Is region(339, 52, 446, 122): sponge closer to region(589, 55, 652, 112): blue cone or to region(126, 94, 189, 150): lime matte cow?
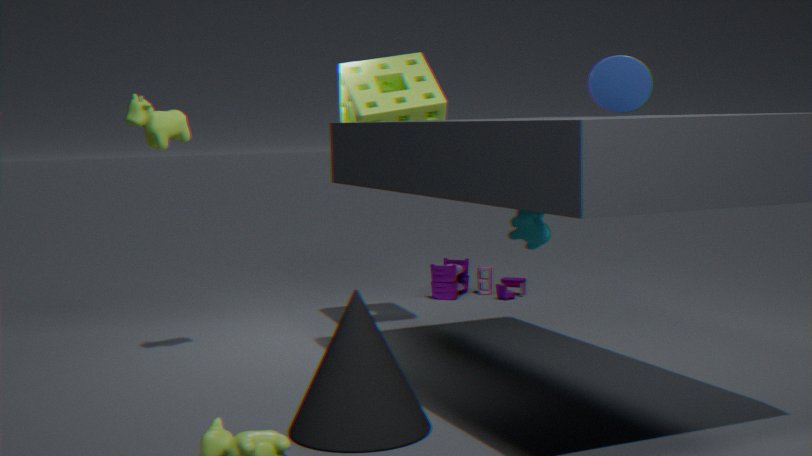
region(126, 94, 189, 150): lime matte cow
